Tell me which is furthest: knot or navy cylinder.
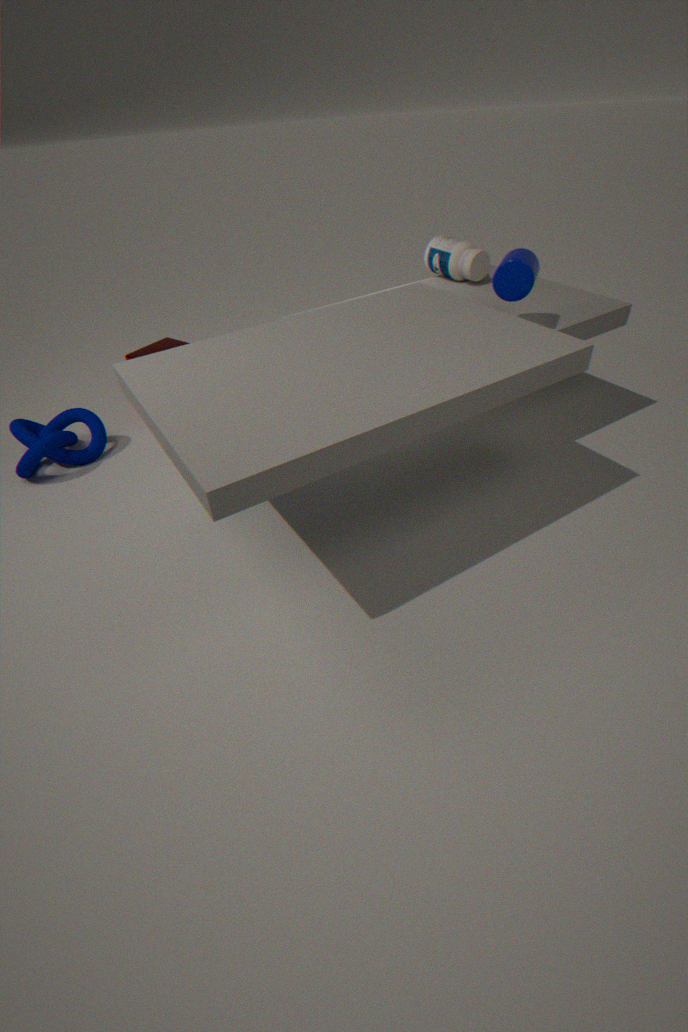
knot
